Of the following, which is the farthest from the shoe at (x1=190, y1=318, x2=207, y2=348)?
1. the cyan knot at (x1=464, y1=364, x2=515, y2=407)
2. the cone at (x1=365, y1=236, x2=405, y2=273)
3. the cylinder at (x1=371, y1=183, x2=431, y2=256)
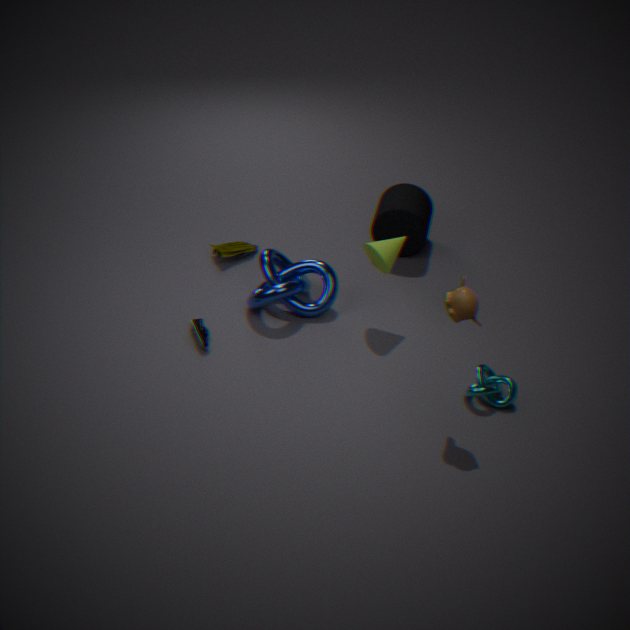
the cyan knot at (x1=464, y1=364, x2=515, y2=407)
